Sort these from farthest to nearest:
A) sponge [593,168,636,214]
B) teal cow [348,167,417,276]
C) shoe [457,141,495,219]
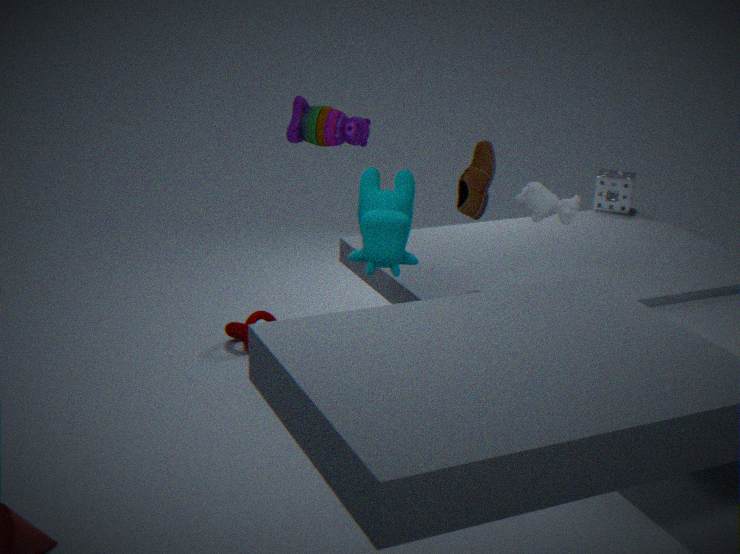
sponge [593,168,636,214] < shoe [457,141,495,219] < teal cow [348,167,417,276]
